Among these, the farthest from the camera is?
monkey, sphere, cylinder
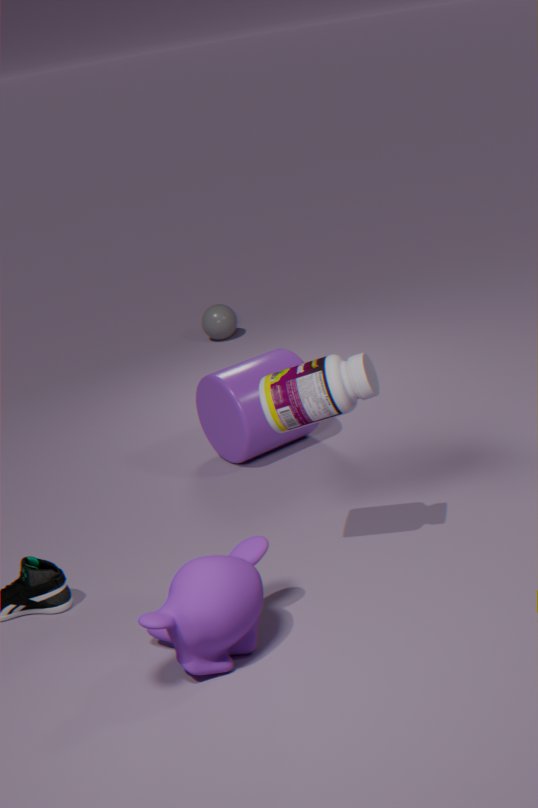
sphere
